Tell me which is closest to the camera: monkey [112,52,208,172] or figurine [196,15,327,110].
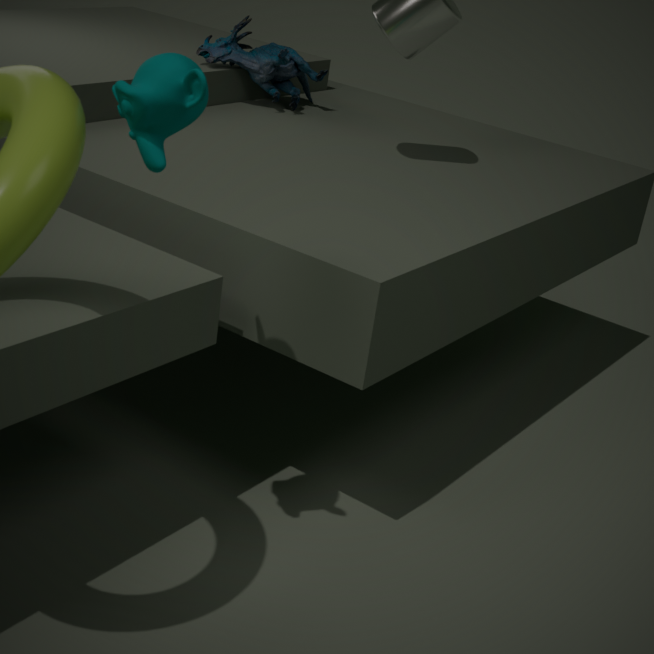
monkey [112,52,208,172]
